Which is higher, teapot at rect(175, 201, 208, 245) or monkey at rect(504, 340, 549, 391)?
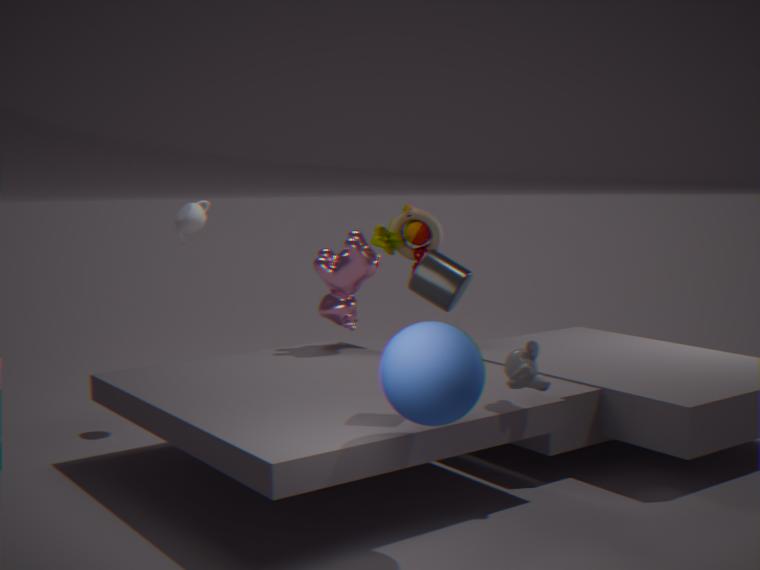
teapot at rect(175, 201, 208, 245)
